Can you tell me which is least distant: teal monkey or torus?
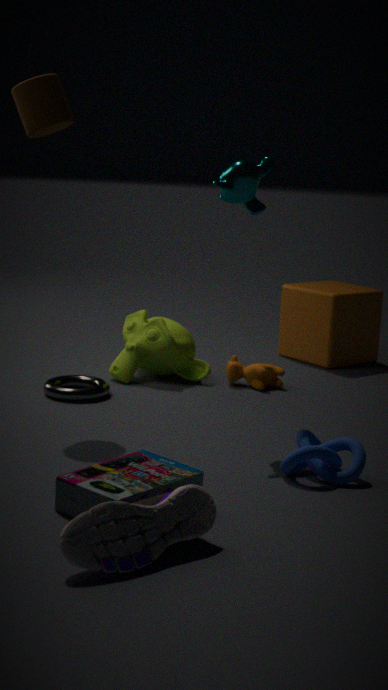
teal monkey
